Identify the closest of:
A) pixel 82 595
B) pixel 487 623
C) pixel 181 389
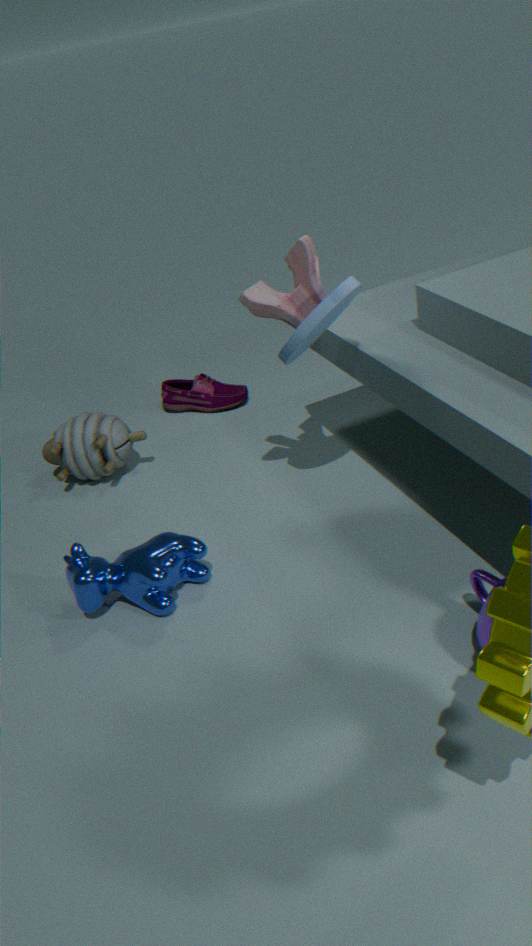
pixel 487 623
